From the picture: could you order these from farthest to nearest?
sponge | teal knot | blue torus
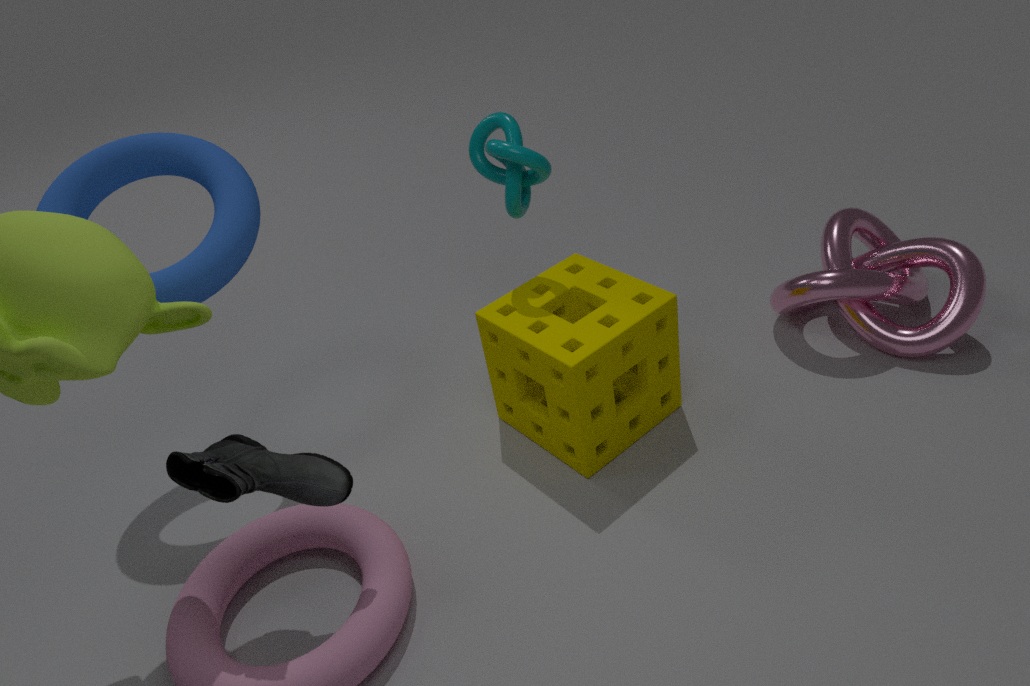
1. teal knot
2. sponge
3. blue torus
